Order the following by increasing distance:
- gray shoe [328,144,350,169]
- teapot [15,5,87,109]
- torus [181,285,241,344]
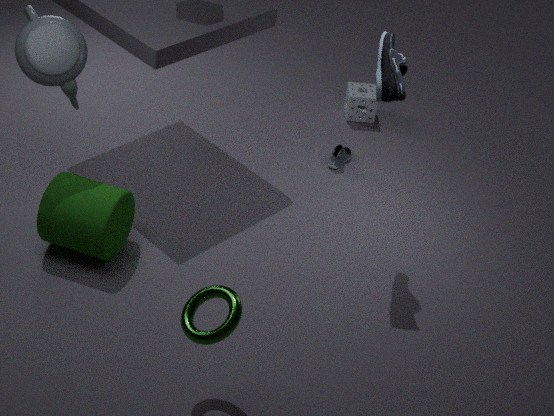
torus [181,285,241,344]
teapot [15,5,87,109]
gray shoe [328,144,350,169]
